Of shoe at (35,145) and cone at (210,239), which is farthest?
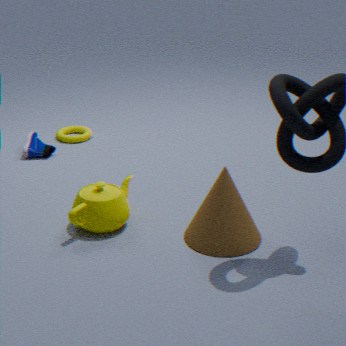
shoe at (35,145)
